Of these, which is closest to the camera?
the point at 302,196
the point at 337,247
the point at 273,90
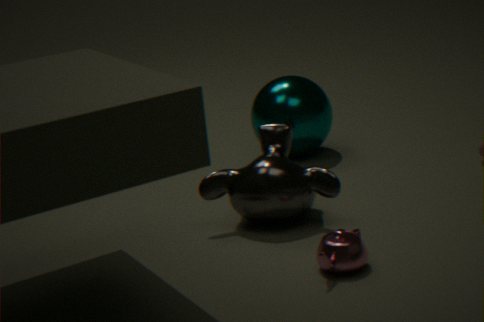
the point at 337,247
